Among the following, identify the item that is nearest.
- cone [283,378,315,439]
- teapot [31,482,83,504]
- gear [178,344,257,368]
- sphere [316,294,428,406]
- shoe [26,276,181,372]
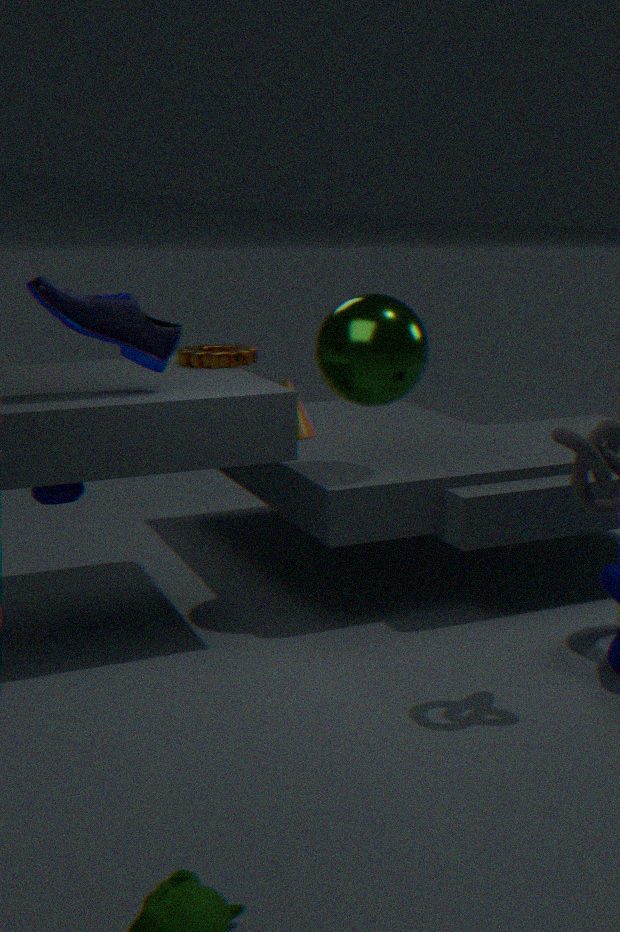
shoe [26,276,181,372]
